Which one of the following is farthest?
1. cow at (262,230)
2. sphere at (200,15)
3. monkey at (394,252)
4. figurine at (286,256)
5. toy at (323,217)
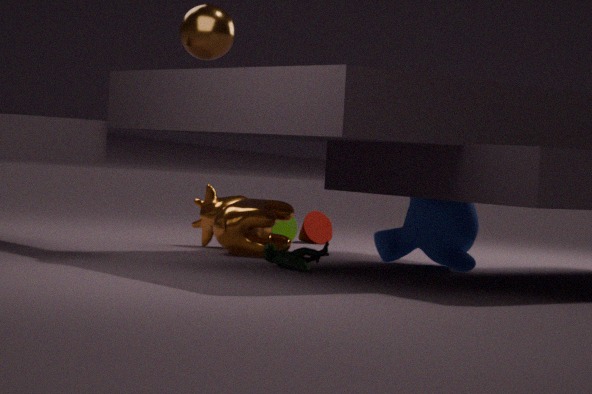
toy at (323,217)
